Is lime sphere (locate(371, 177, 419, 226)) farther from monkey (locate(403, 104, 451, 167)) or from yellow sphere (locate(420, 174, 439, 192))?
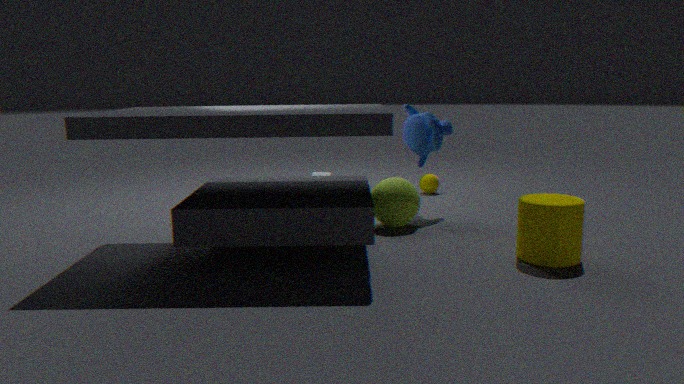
yellow sphere (locate(420, 174, 439, 192))
